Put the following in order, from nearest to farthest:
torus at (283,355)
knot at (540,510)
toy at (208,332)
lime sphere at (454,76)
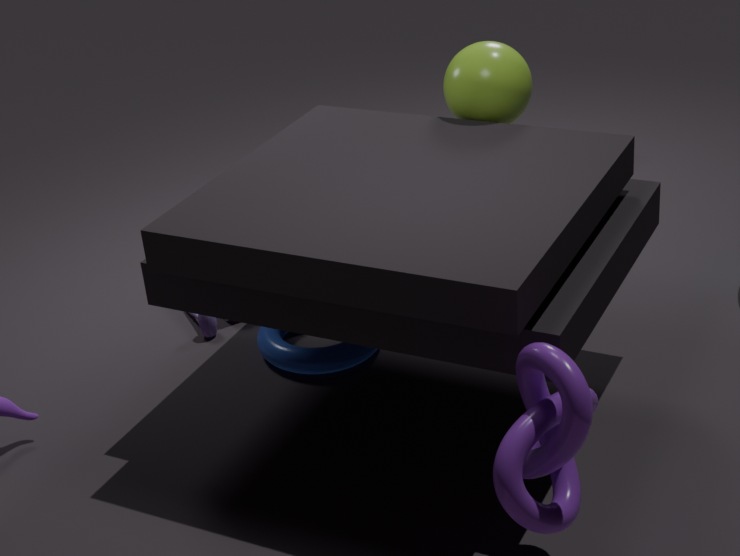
knot at (540,510) < lime sphere at (454,76) < torus at (283,355) < toy at (208,332)
